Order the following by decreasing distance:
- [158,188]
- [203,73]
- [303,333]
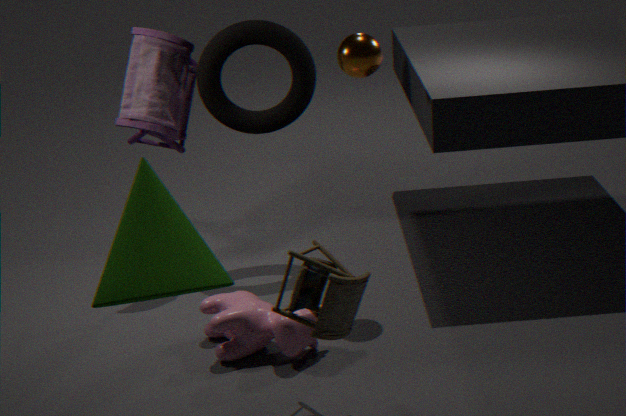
[203,73] < [303,333] < [158,188]
